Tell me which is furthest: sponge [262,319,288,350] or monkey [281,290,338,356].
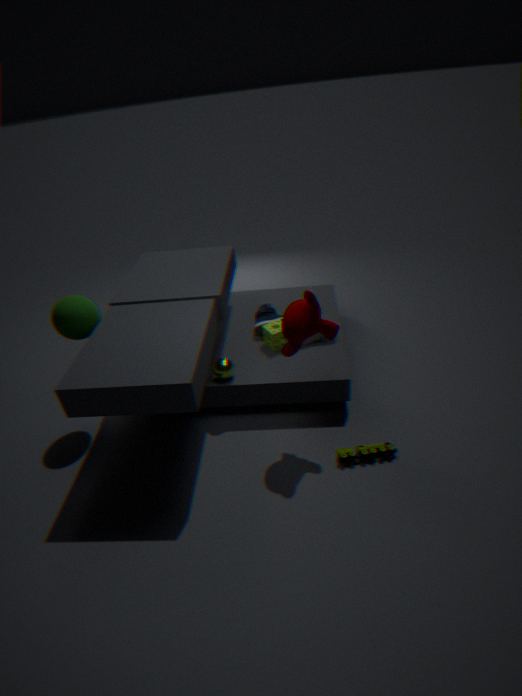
sponge [262,319,288,350]
